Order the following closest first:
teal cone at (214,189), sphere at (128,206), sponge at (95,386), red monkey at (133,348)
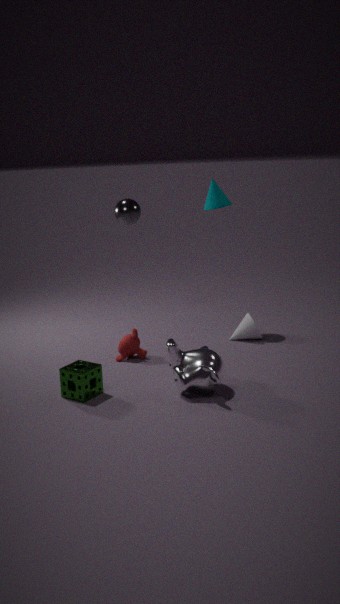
1. sponge at (95,386)
2. sphere at (128,206)
3. red monkey at (133,348)
4. teal cone at (214,189)
